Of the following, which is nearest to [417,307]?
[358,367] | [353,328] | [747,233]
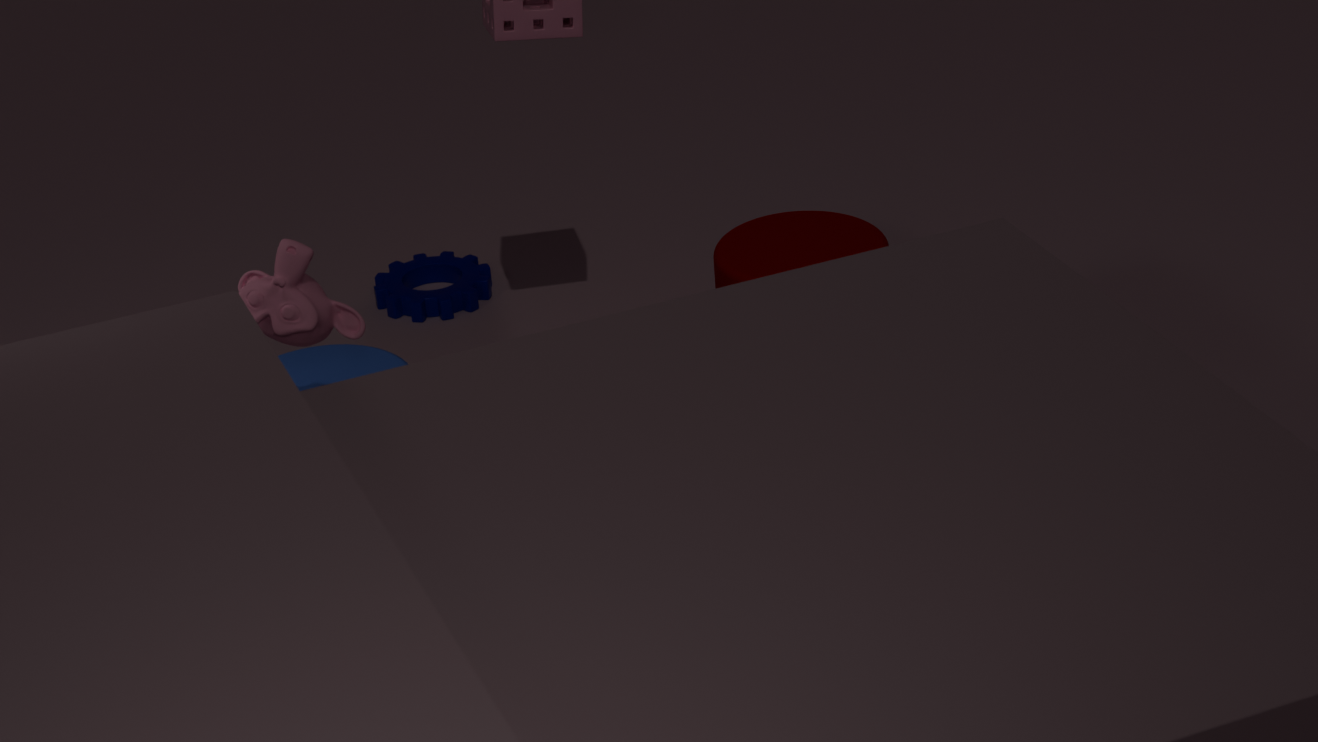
[747,233]
